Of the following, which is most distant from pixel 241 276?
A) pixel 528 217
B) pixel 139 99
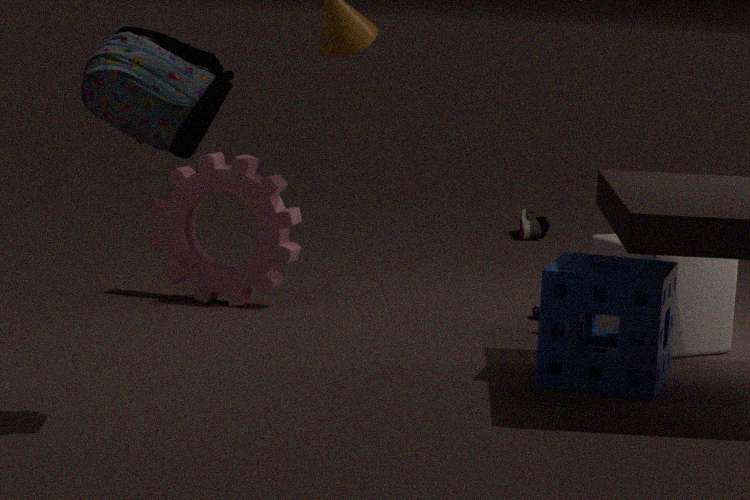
pixel 528 217
